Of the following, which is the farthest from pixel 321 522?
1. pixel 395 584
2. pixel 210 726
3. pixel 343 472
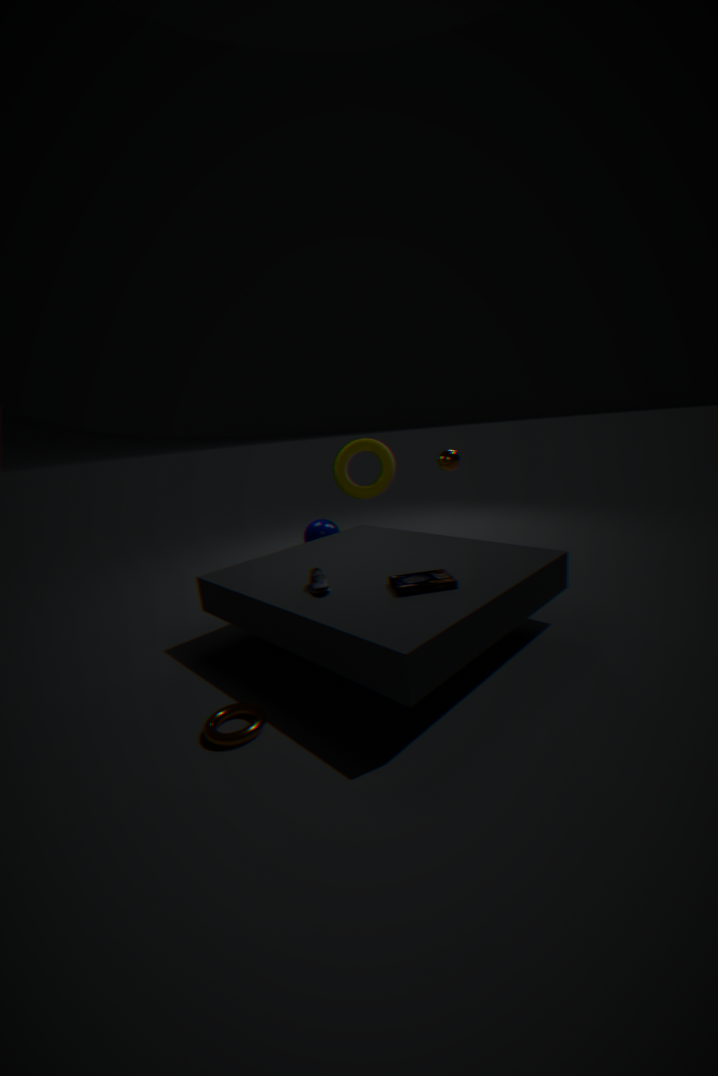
pixel 210 726
